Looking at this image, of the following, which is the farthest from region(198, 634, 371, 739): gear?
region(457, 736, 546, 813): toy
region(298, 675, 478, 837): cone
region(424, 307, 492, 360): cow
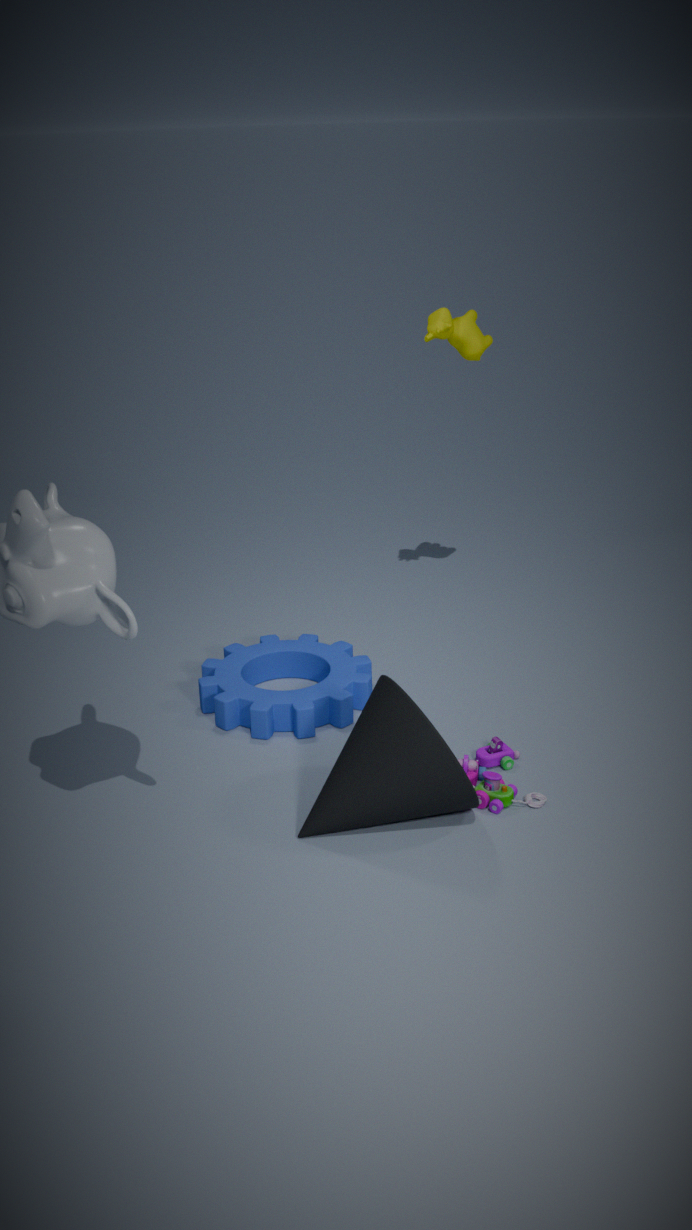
region(424, 307, 492, 360): cow
